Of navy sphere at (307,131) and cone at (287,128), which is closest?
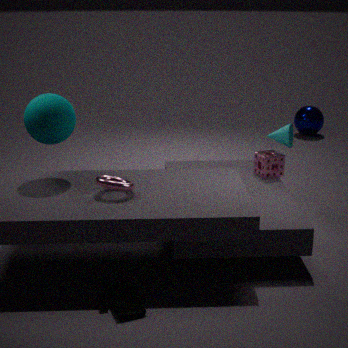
cone at (287,128)
